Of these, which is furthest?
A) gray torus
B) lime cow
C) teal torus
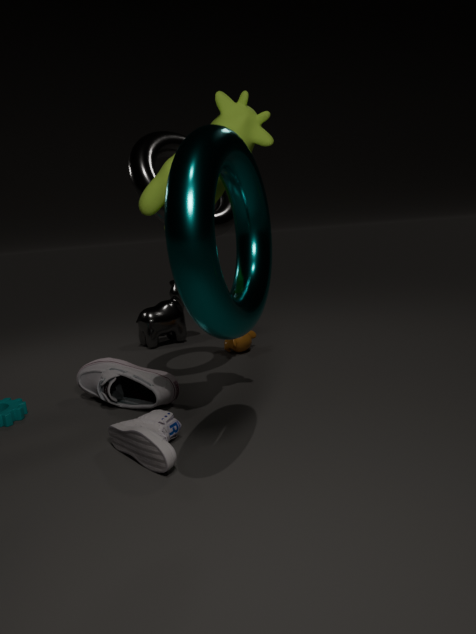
gray torus
